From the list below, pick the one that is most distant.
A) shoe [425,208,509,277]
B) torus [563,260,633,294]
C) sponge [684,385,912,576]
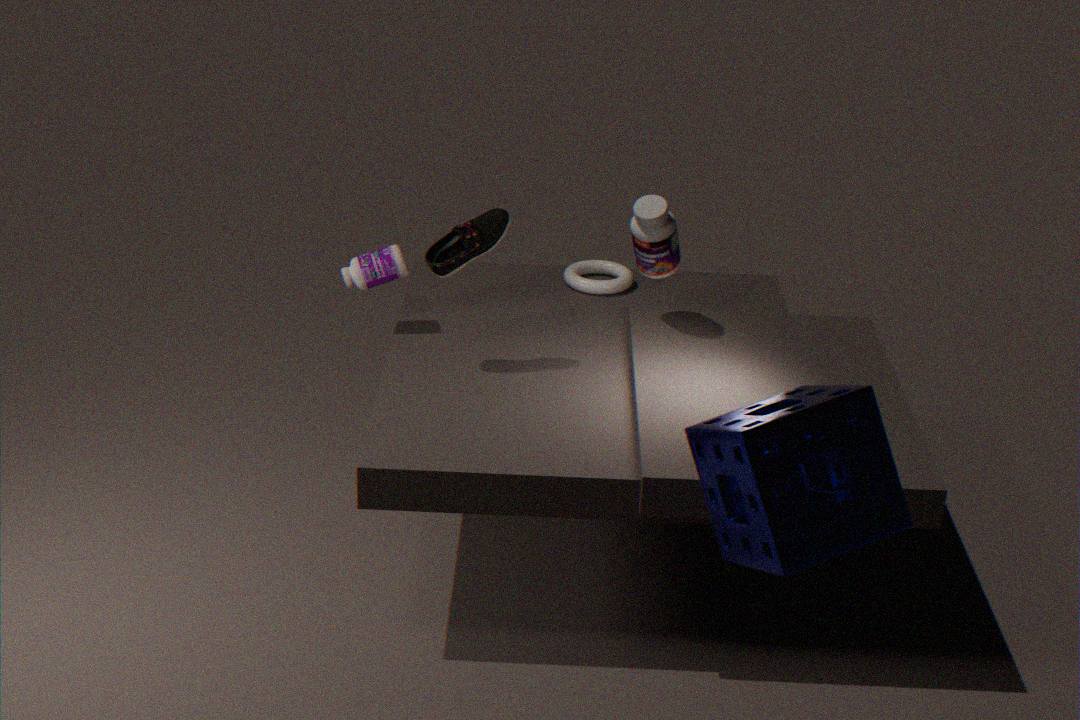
torus [563,260,633,294]
